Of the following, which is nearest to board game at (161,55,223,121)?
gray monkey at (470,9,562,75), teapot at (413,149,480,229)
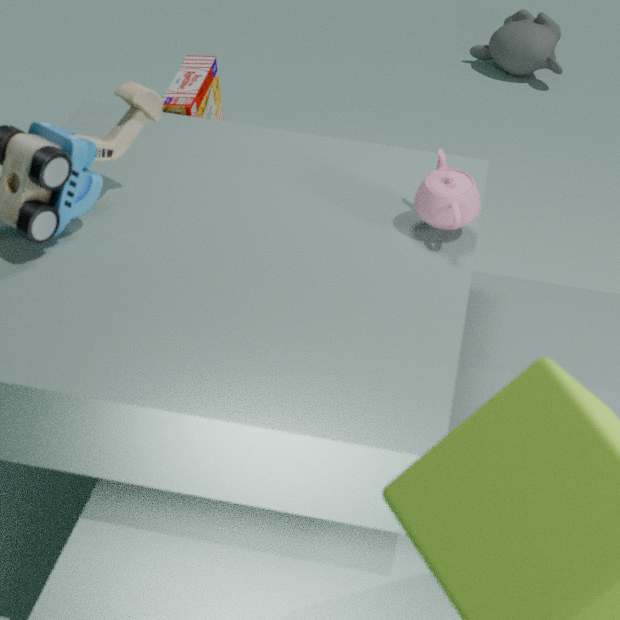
teapot at (413,149,480,229)
